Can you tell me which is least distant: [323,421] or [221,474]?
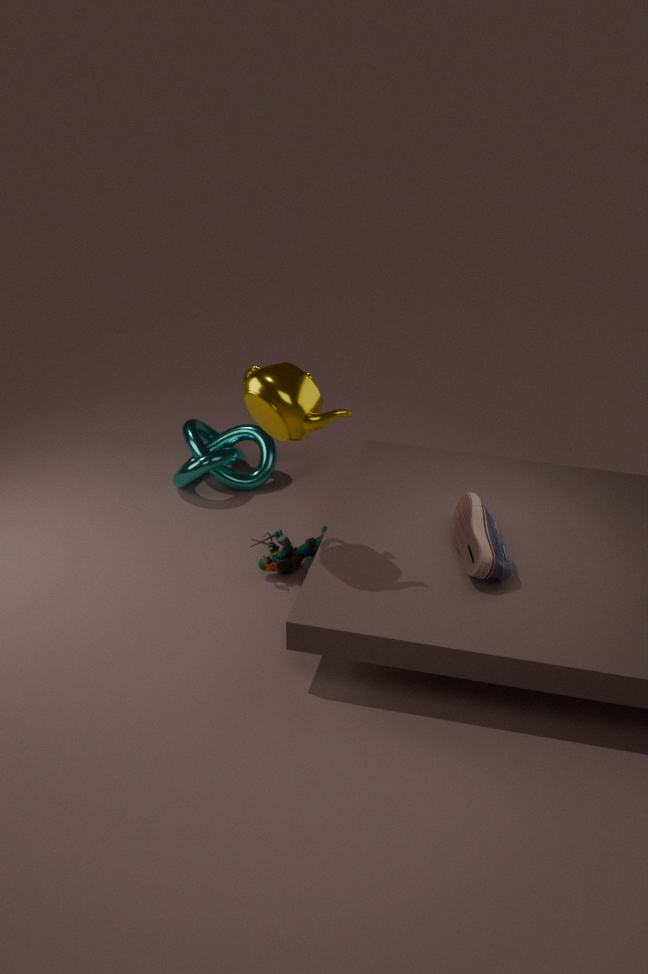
[323,421]
